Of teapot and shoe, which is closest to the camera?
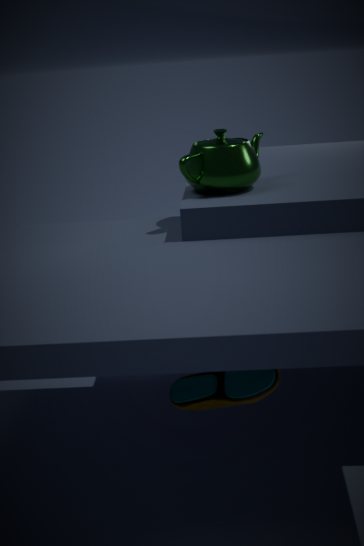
shoe
